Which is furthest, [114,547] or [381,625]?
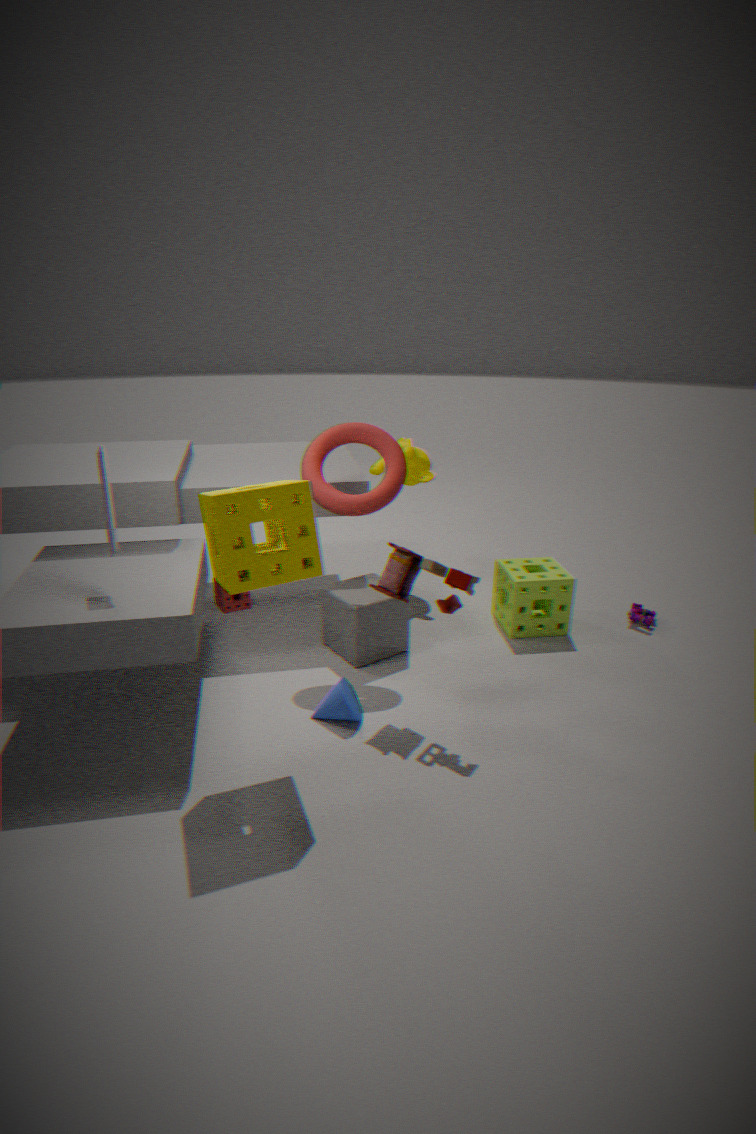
[381,625]
